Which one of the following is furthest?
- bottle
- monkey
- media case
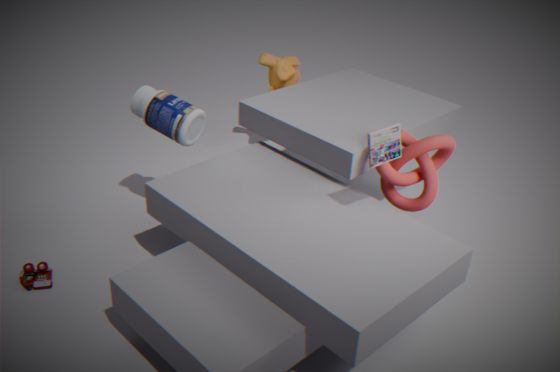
monkey
